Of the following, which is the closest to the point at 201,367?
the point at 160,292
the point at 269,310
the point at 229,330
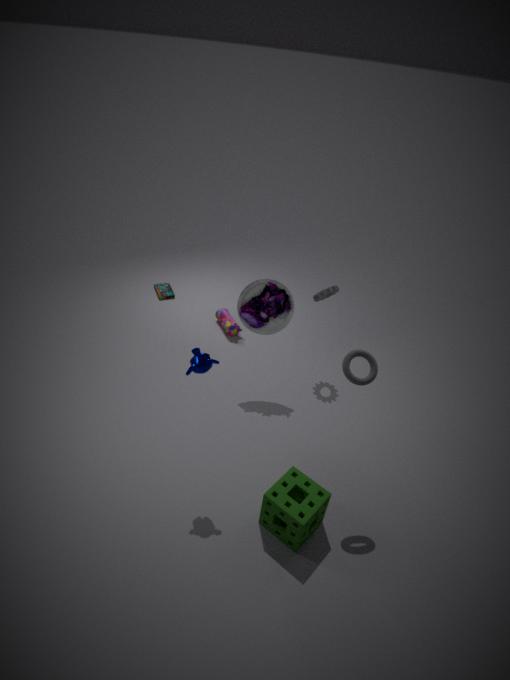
the point at 269,310
